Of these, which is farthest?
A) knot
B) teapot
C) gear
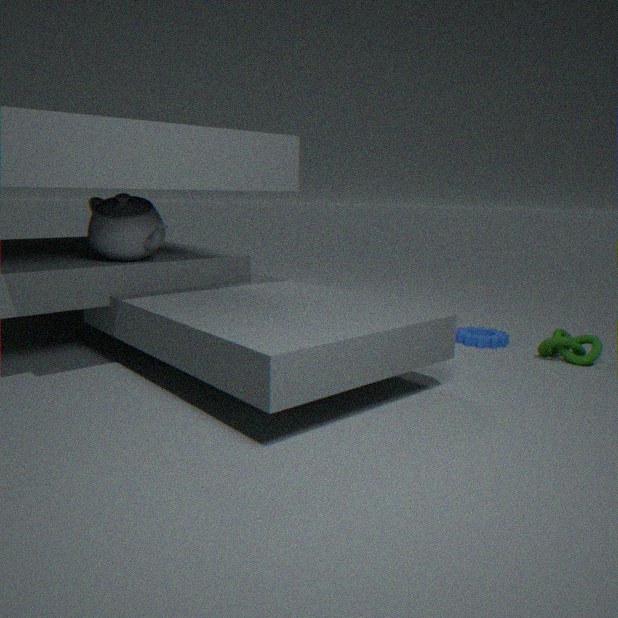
gear
